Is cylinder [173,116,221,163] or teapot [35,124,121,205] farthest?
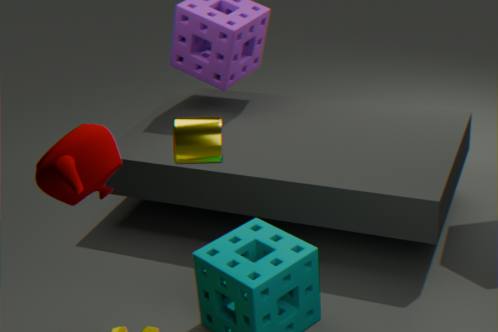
cylinder [173,116,221,163]
